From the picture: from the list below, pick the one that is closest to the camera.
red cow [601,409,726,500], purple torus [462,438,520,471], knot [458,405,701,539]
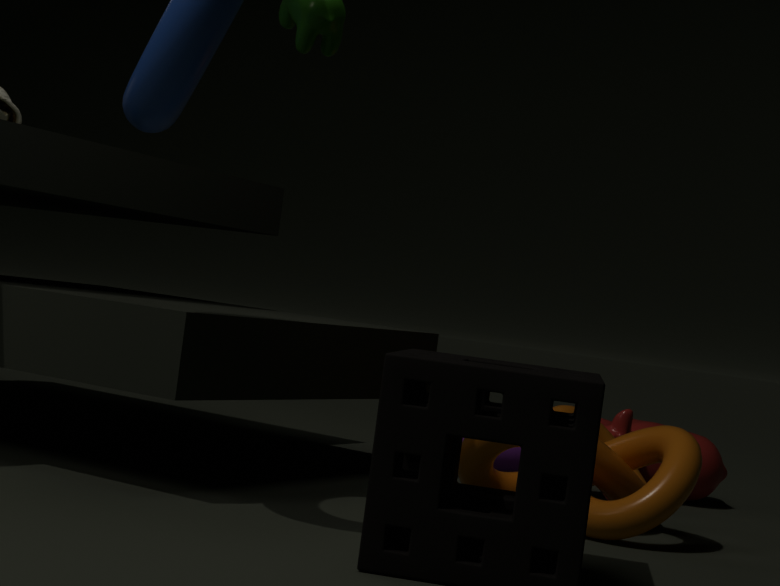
knot [458,405,701,539]
